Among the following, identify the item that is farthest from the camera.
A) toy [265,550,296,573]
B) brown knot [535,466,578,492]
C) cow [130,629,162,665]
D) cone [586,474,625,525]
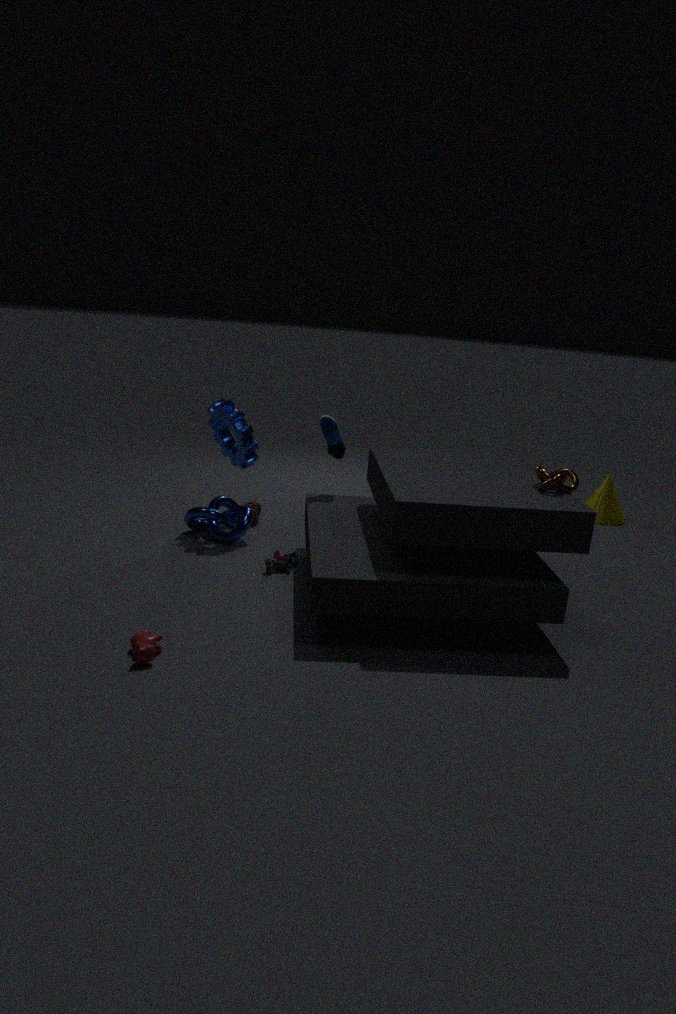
cone [586,474,625,525]
